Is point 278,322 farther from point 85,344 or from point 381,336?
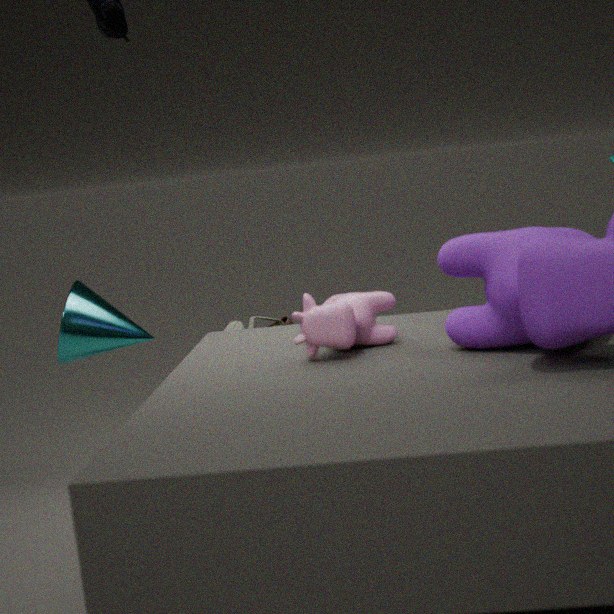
point 381,336
